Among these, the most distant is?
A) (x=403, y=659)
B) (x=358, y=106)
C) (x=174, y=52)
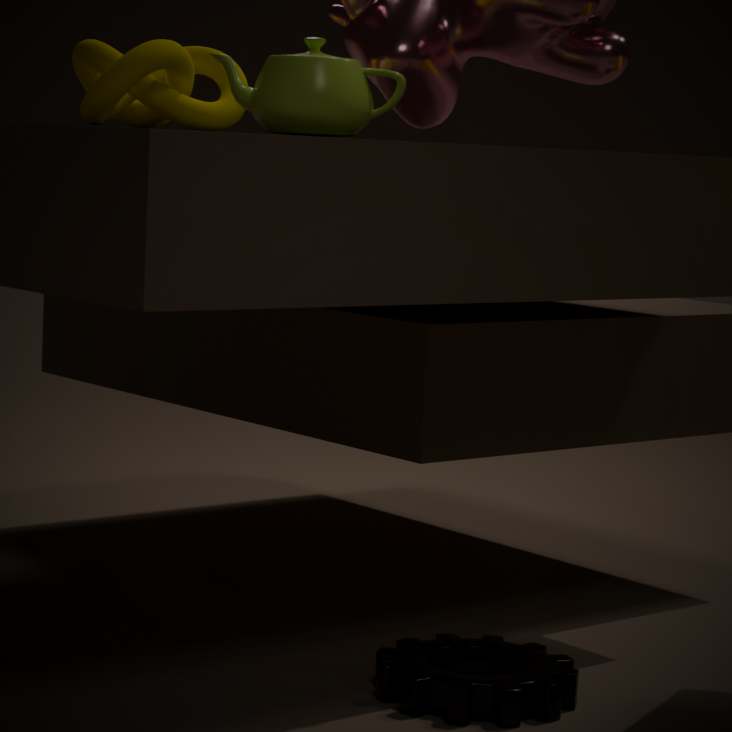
(x=174, y=52)
